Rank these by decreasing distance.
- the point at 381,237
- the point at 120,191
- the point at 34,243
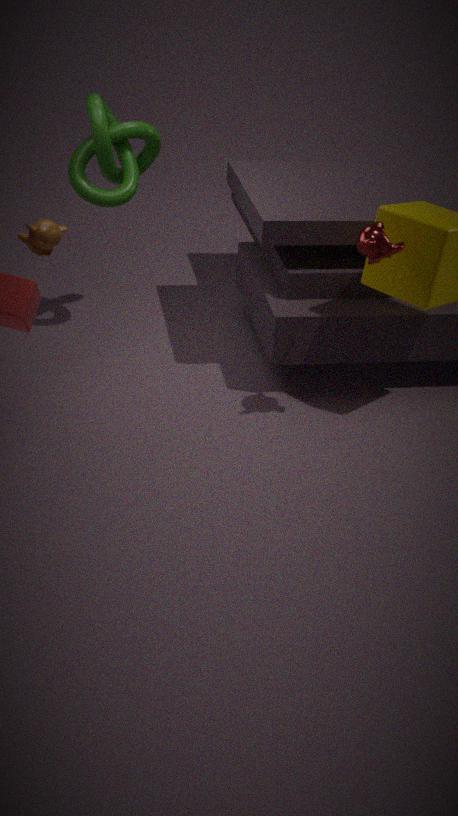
the point at 120,191 < the point at 34,243 < the point at 381,237
